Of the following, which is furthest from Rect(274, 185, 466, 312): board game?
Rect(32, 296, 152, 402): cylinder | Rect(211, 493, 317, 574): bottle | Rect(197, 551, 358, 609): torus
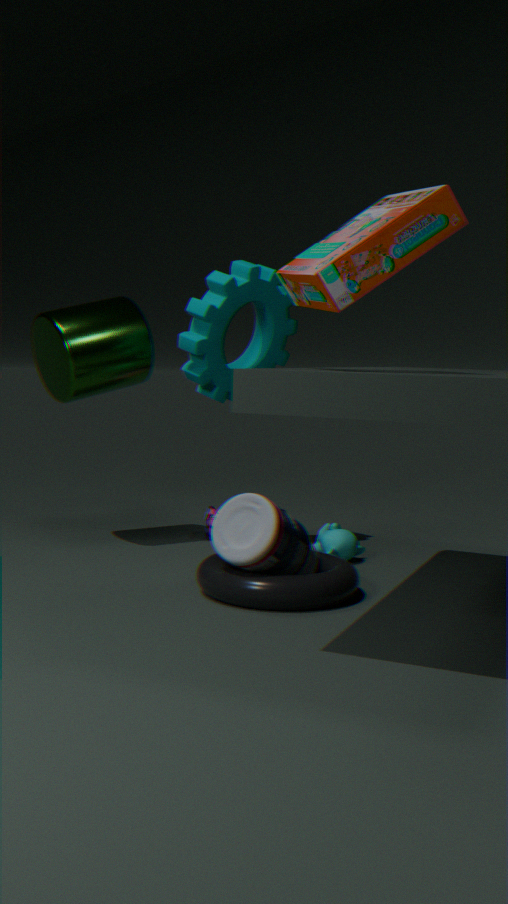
Rect(32, 296, 152, 402): cylinder
